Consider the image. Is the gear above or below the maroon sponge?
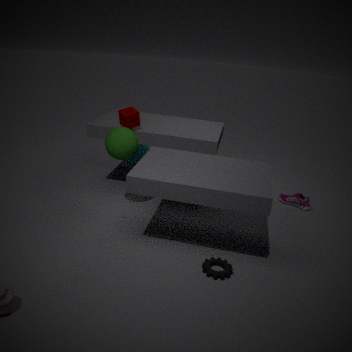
below
